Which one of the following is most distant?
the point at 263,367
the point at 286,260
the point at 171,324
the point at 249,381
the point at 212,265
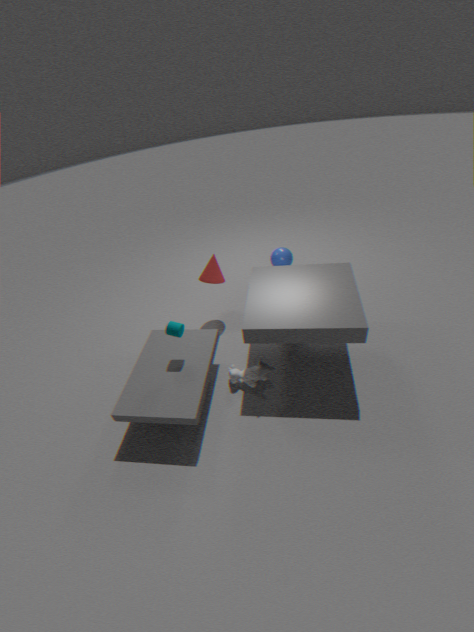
the point at 212,265
